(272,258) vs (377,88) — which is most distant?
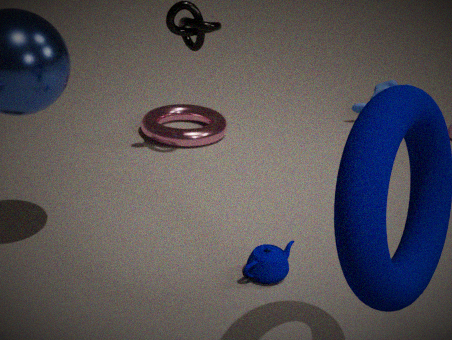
(377,88)
